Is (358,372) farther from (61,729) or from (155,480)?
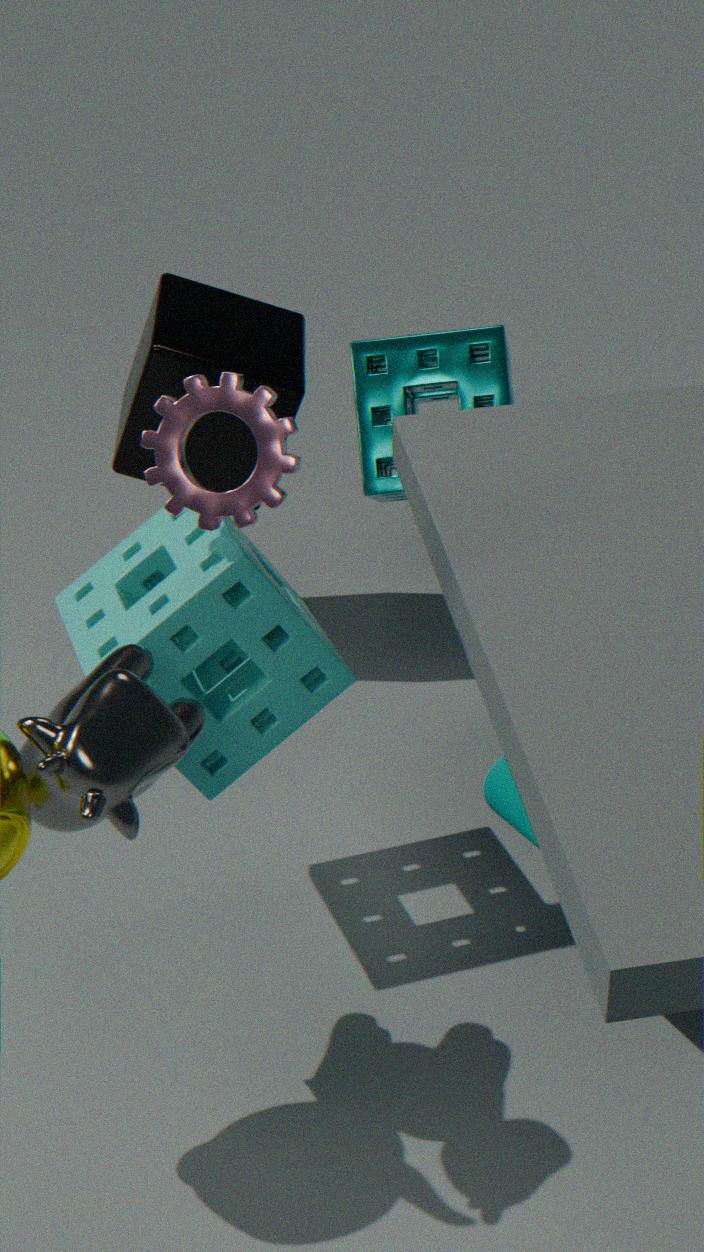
(61,729)
